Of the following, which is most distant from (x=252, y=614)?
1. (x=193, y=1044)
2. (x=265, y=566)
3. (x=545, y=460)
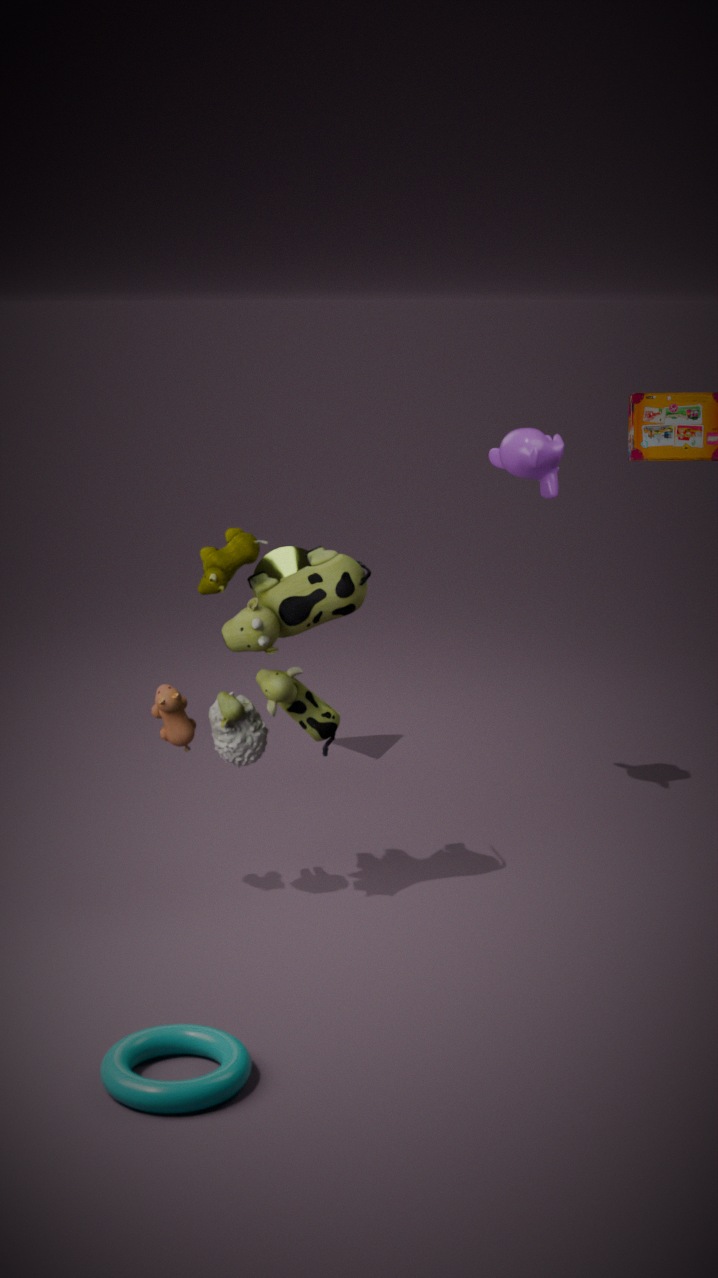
(x=265, y=566)
